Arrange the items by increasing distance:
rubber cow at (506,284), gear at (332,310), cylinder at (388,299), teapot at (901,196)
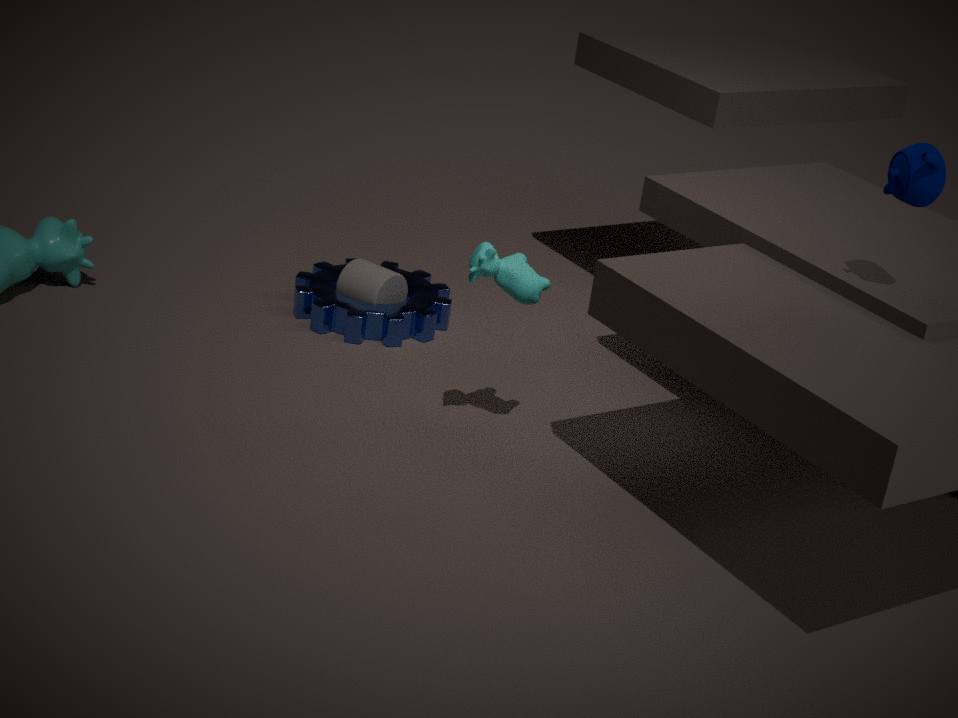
teapot at (901,196)
rubber cow at (506,284)
gear at (332,310)
cylinder at (388,299)
